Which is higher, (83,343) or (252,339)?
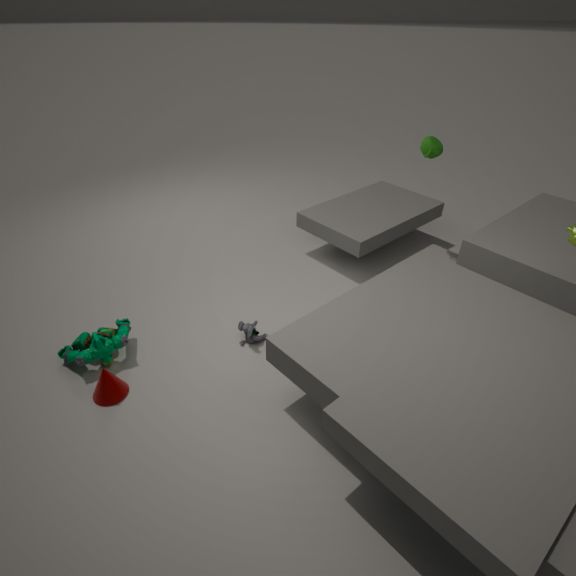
(83,343)
